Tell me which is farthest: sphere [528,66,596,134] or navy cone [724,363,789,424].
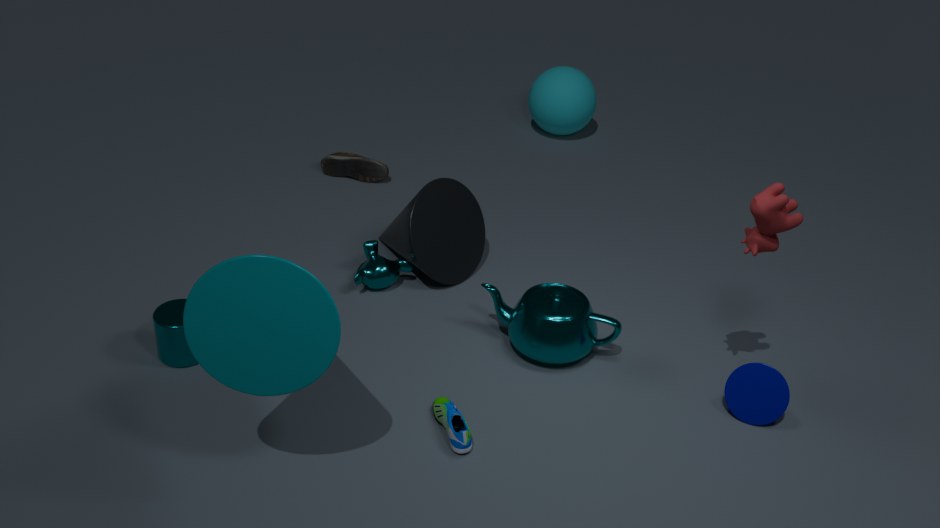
sphere [528,66,596,134]
